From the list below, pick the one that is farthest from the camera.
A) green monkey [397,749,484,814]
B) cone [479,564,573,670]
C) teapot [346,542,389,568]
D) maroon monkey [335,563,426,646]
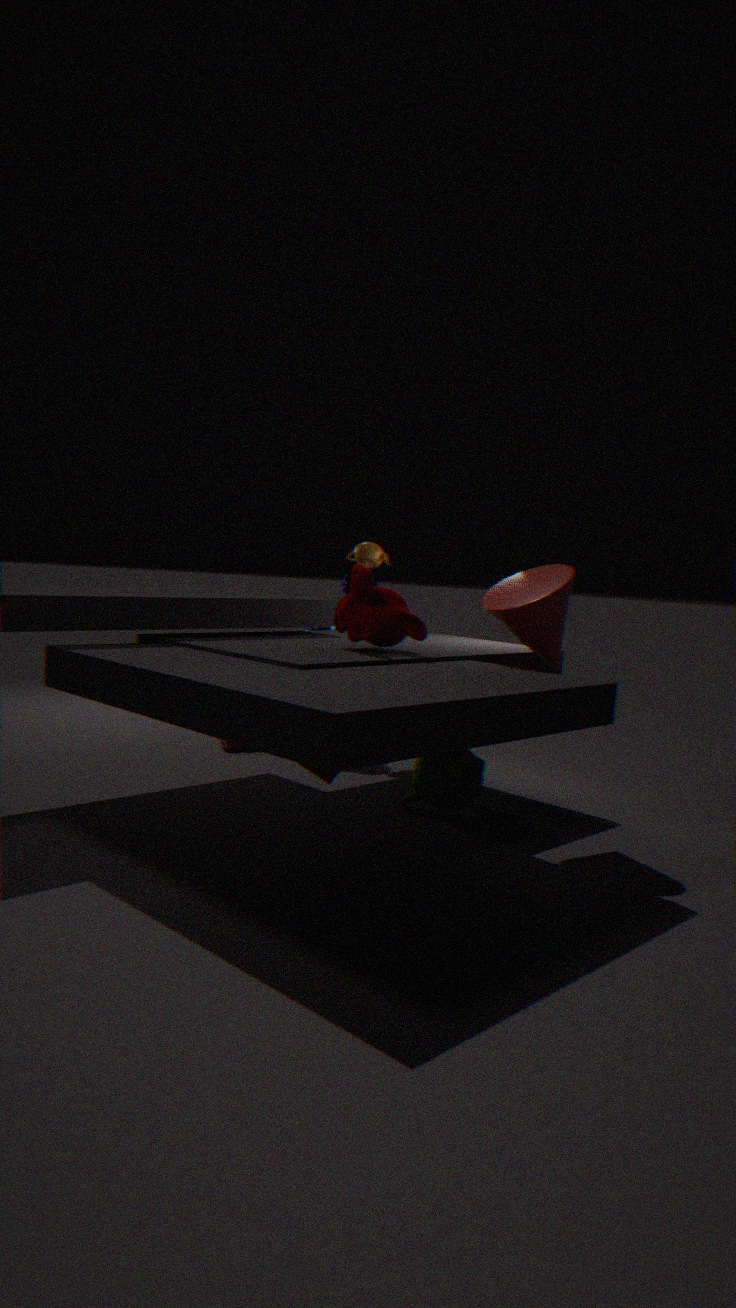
teapot [346,542,389,568]
